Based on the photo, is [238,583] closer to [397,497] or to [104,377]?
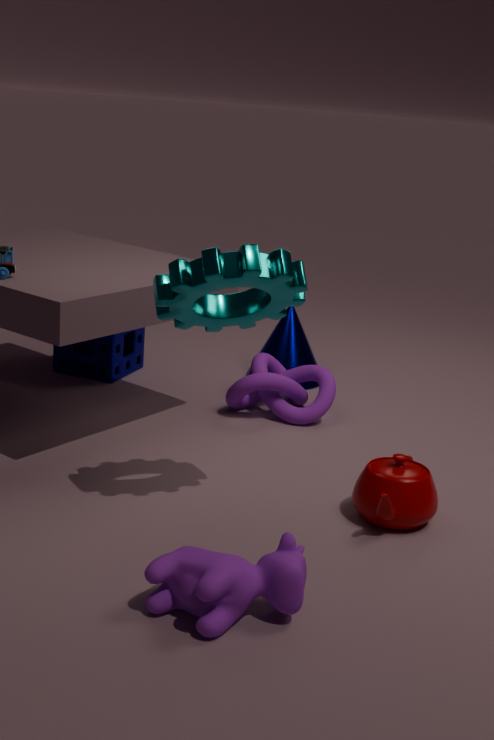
[397,497]
